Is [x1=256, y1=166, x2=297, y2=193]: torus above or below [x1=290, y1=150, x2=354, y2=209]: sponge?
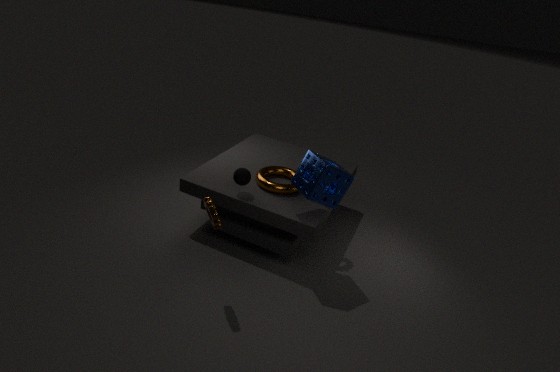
below
